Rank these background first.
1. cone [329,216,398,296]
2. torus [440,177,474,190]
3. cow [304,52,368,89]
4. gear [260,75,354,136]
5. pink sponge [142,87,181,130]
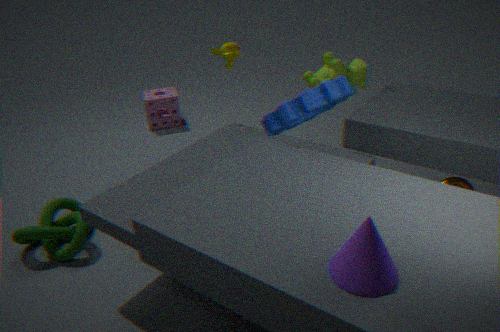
pink sponge [142,87,181,130], cow [304,52,368,89], torus [440,177,474,190], gear [260,75,354,136], cone [329,216,398,296]
